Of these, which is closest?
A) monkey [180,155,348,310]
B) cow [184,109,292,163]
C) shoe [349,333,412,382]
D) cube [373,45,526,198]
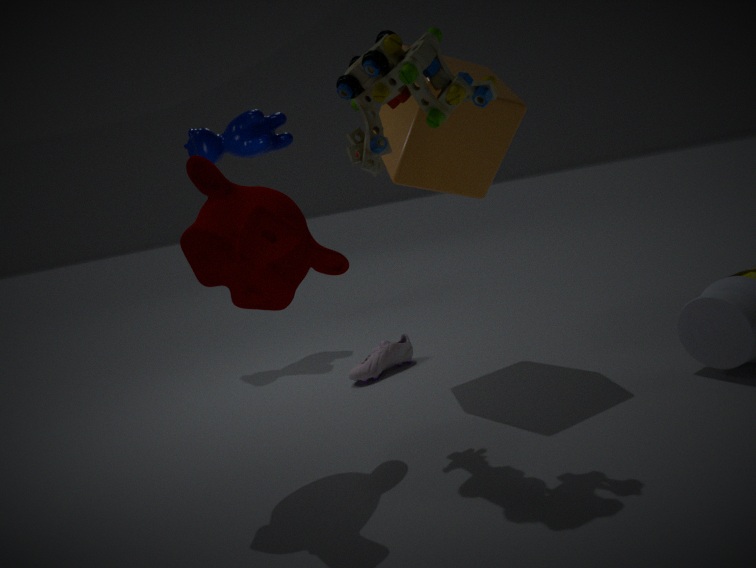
monkey [180,155,348,310]
